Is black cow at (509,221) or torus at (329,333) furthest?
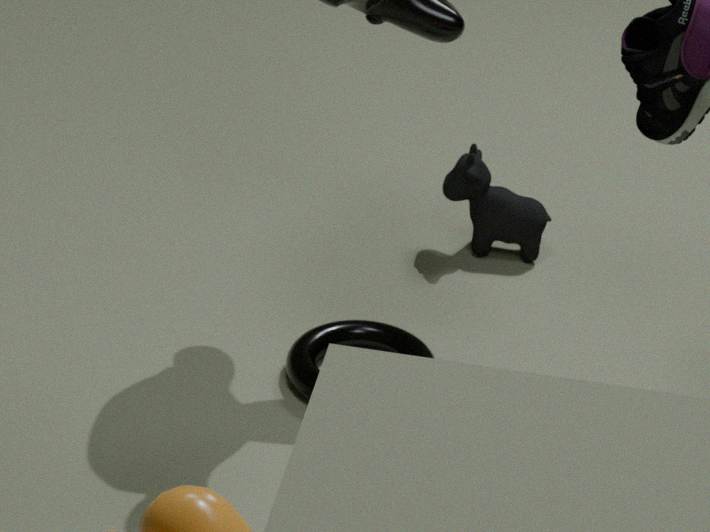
black cow at (509,221)
